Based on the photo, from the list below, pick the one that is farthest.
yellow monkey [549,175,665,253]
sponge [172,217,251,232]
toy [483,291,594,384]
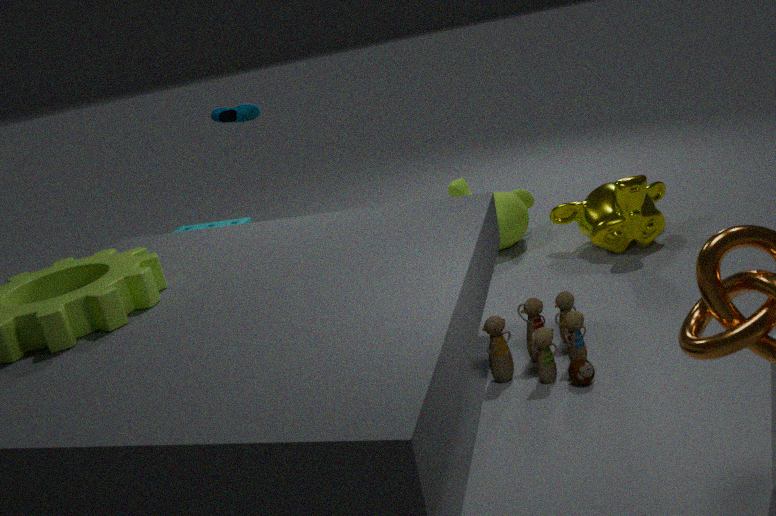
sponge [172,217,251,232]
